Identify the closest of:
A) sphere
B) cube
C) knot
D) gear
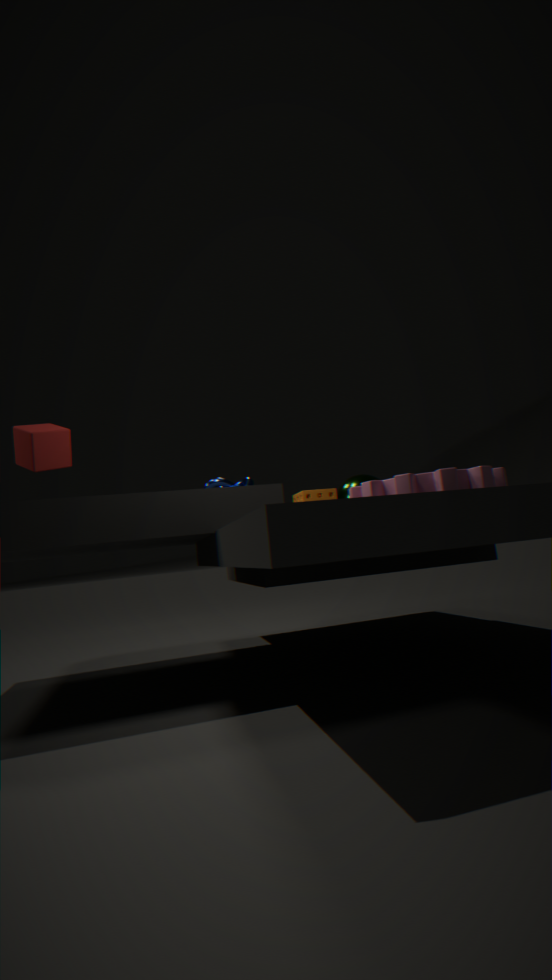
gear
